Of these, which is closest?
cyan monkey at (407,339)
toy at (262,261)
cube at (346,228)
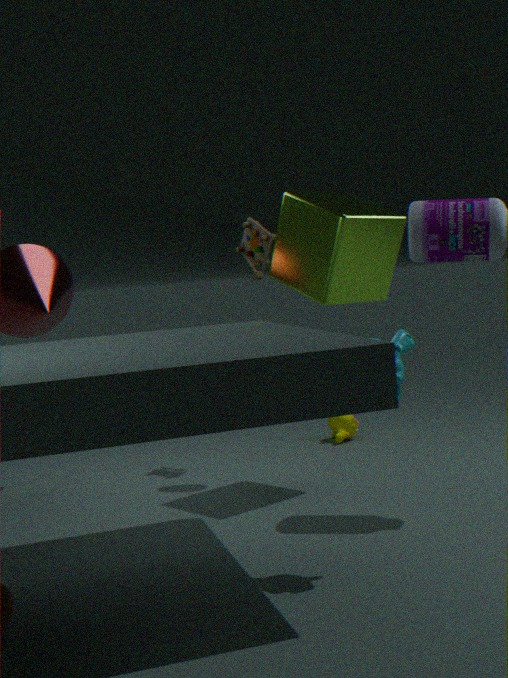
cyan monkey at (407,339)
